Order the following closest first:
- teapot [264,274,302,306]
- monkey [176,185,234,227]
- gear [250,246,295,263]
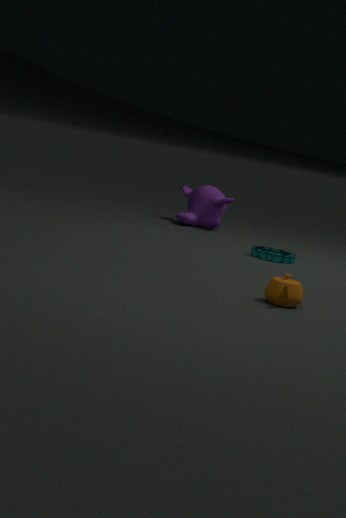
teapot [264,274,302,306] → gear [250,246,295,263] → monkey [176,185,234,227]
